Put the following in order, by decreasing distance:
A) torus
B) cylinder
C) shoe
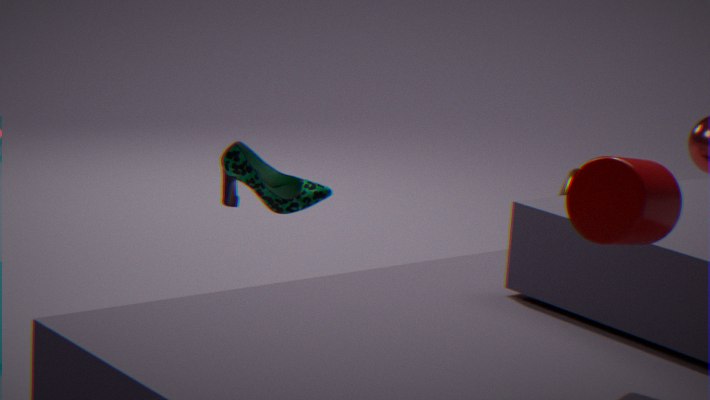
1. torus
2. cylinder
3. shoe
